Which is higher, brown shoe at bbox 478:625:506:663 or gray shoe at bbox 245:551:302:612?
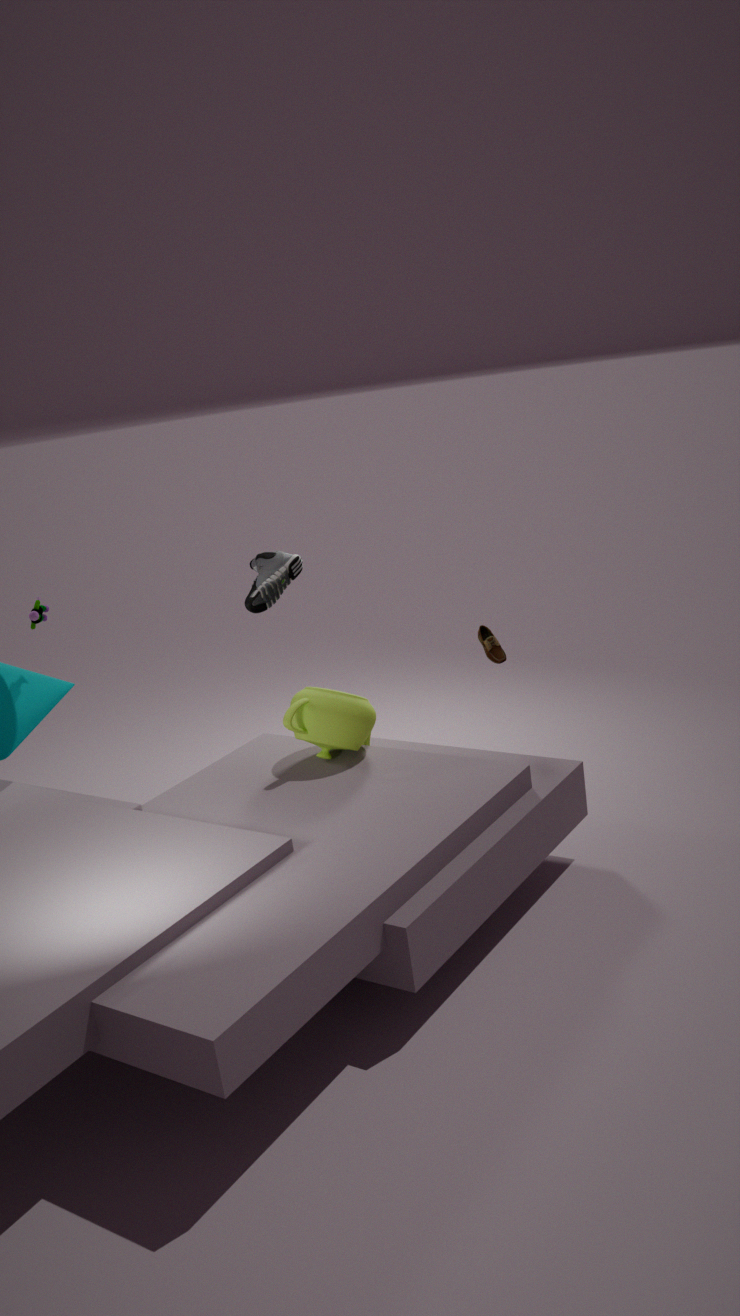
gray shoe at bbox 245:551:302:612
